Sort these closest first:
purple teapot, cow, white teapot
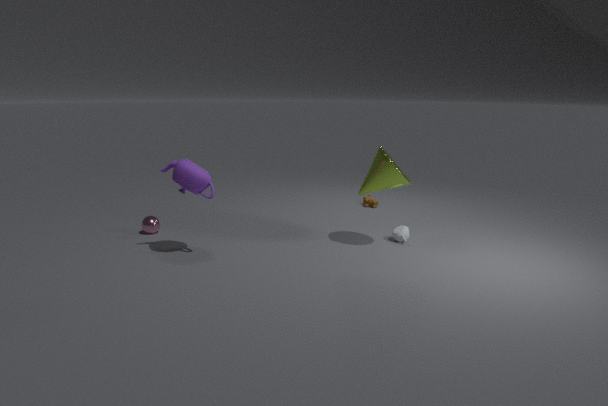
purple teapot
white teapot
cow
